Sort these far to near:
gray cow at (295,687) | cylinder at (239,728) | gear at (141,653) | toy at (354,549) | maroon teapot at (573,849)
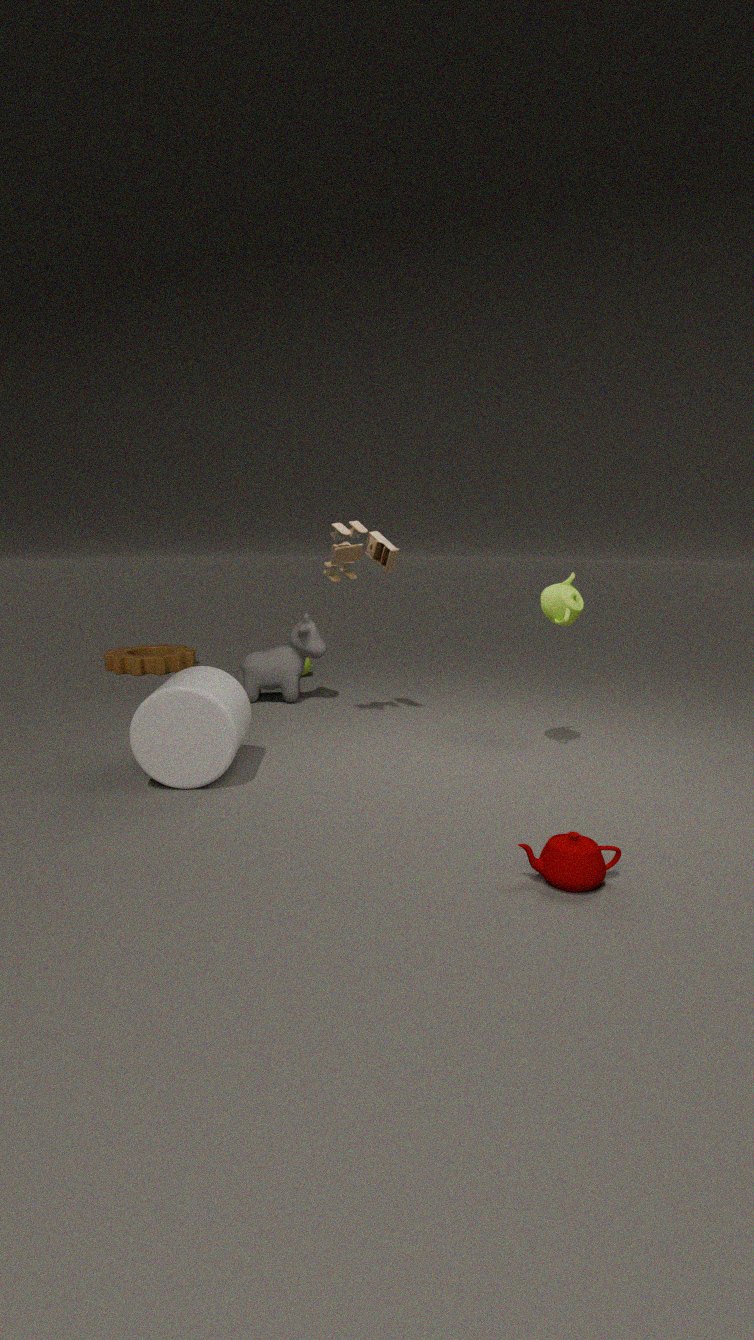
gear at (141,653)
gray cow at (295,687)
toy at (354,549)
cylinder at (239,728)
maroon teapot at (573,849)
